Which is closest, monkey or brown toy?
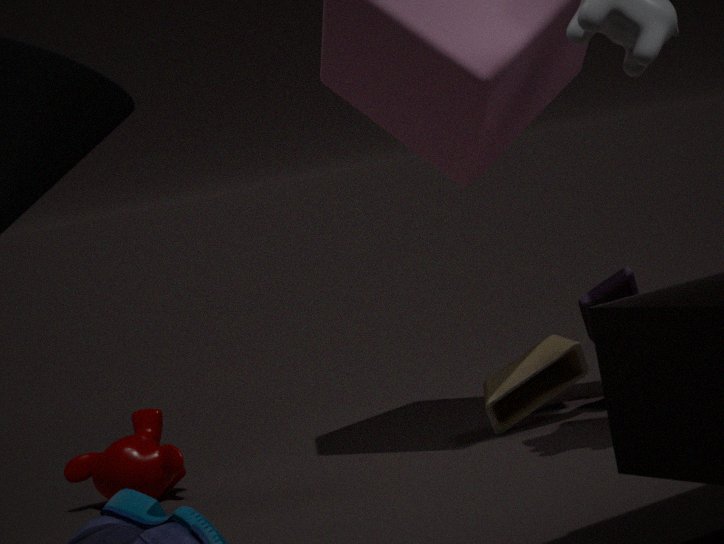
brown toy
